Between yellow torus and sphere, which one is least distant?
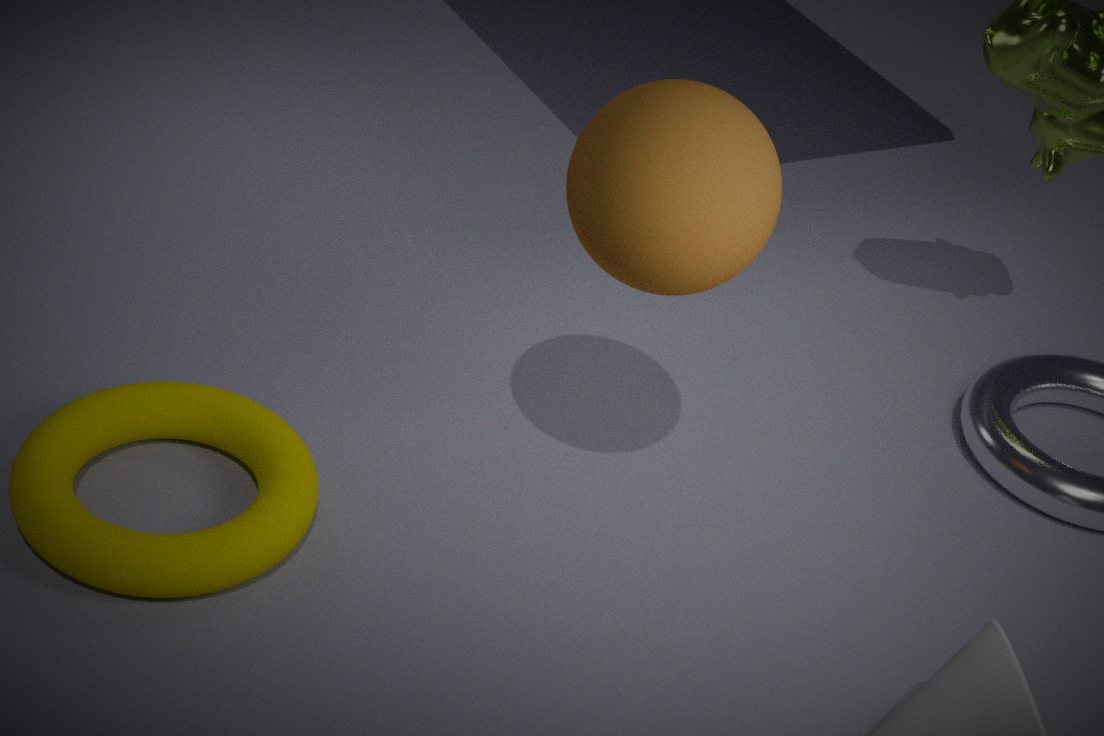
sphere
